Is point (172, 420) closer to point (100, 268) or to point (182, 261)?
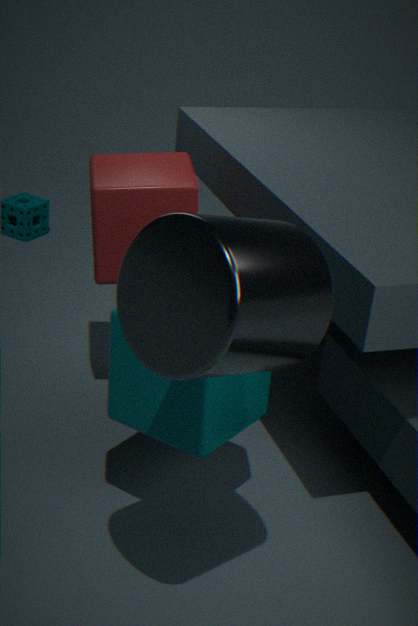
point (182, 261)
